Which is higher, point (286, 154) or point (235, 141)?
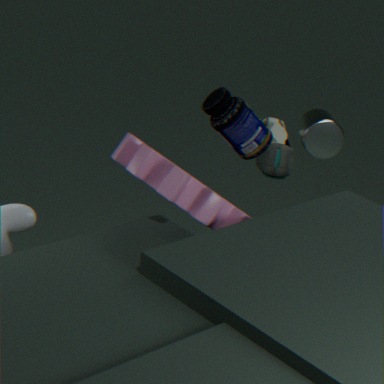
point (235, 141)
